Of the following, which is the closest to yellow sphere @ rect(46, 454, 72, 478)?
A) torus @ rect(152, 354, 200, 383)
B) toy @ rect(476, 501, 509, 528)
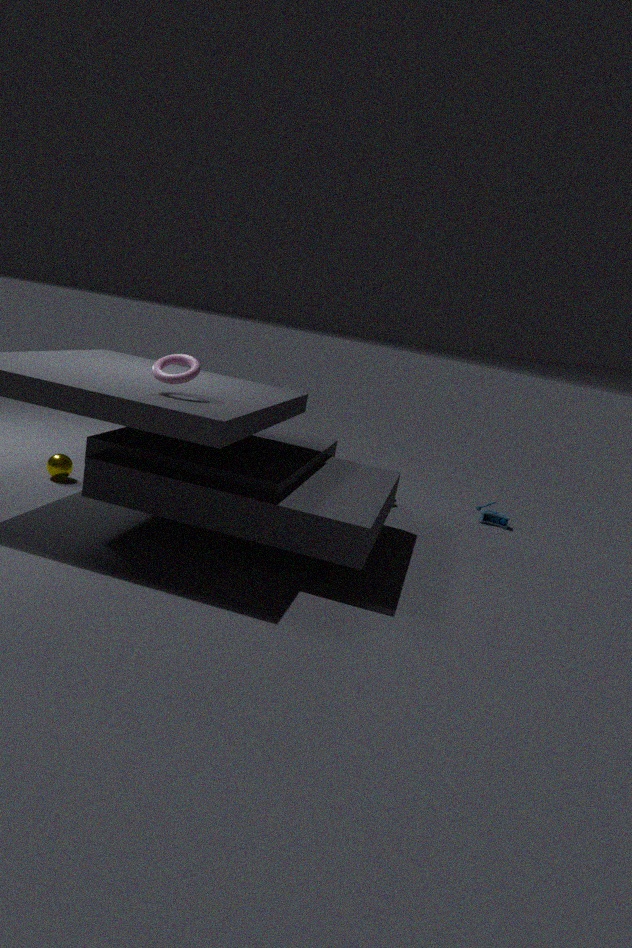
torus @ rect(152, 354, 200, 383)
